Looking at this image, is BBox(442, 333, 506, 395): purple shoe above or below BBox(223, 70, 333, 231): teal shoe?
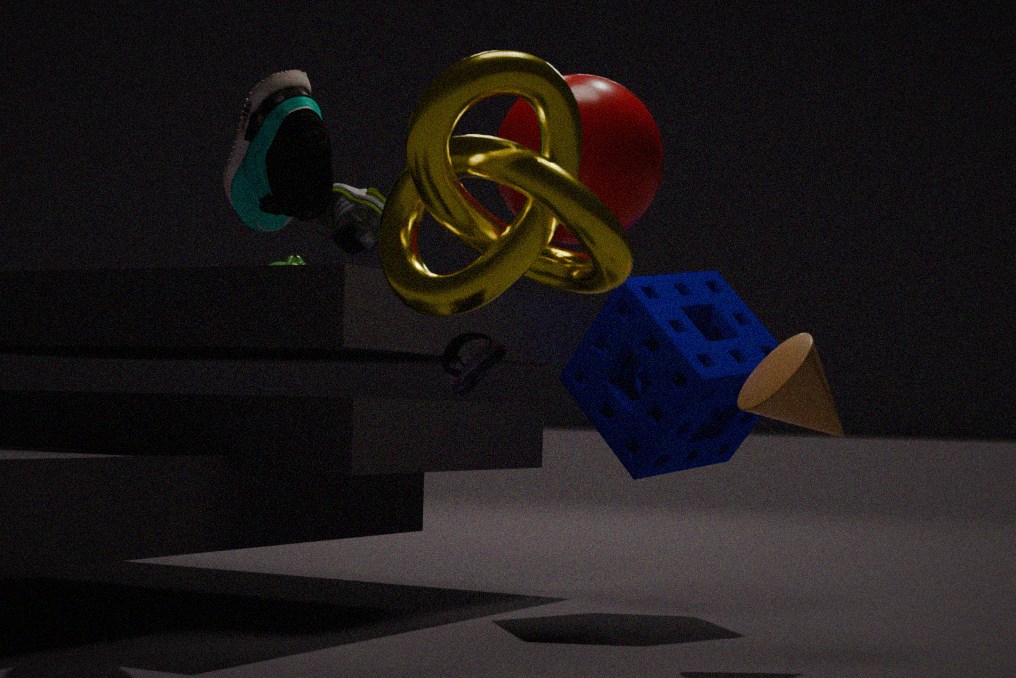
below
